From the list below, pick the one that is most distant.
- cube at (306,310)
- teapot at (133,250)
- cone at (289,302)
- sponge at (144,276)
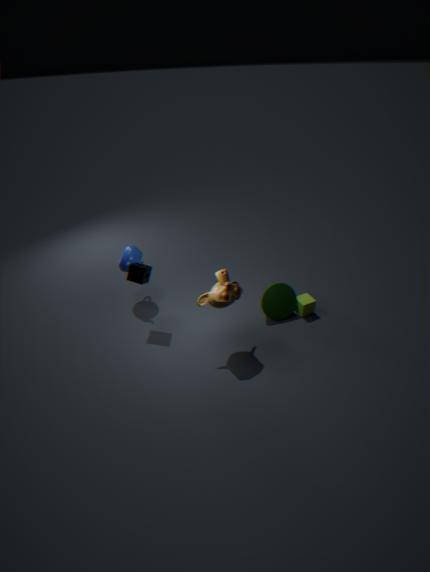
teapot at (133,250)
